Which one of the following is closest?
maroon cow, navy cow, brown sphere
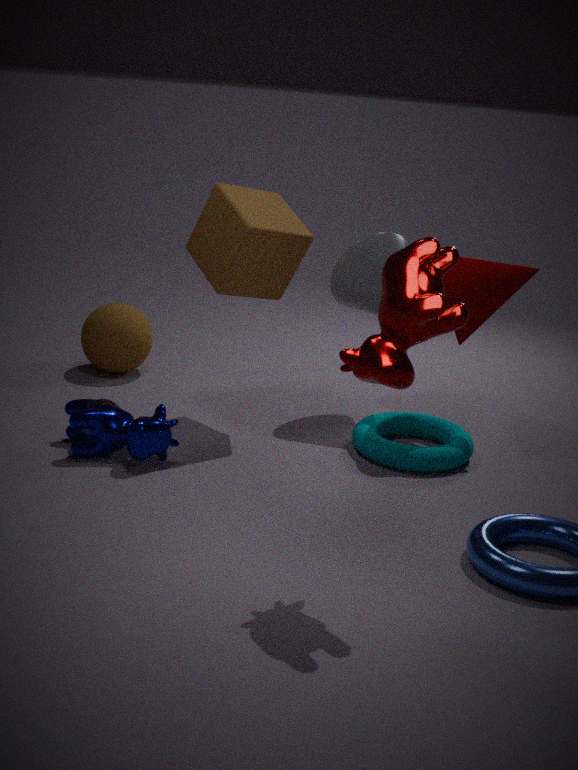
maroon cow
